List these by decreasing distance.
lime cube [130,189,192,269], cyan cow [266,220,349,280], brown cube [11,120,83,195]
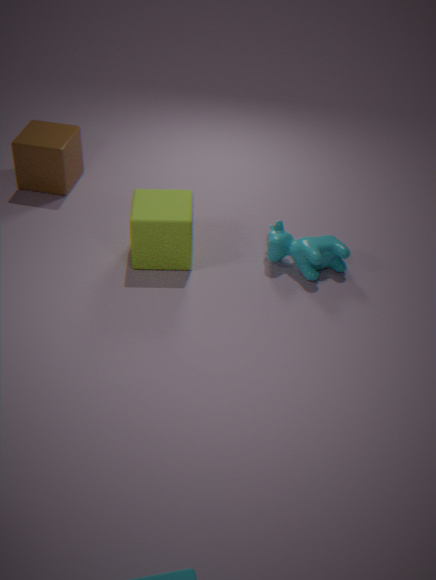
brown cube [11,120,83,195] < cyan cow [266,220,349,280] < lime cube [130,189,192,269]
